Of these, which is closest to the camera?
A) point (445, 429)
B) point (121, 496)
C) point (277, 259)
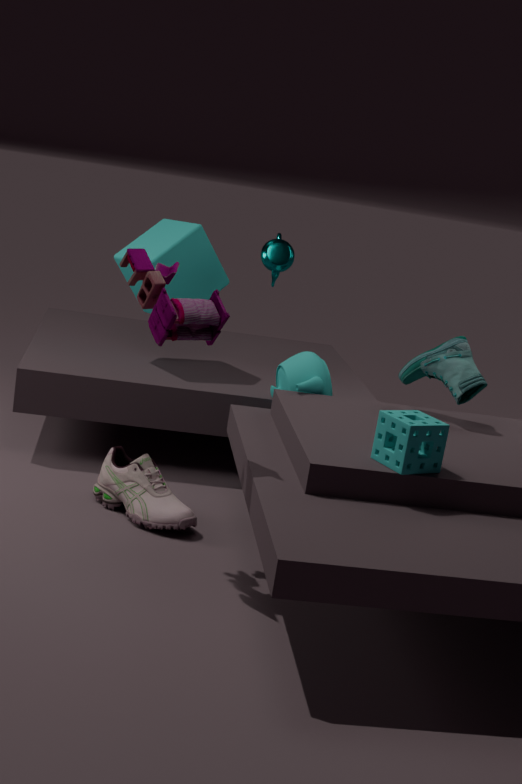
point (445, 429)
